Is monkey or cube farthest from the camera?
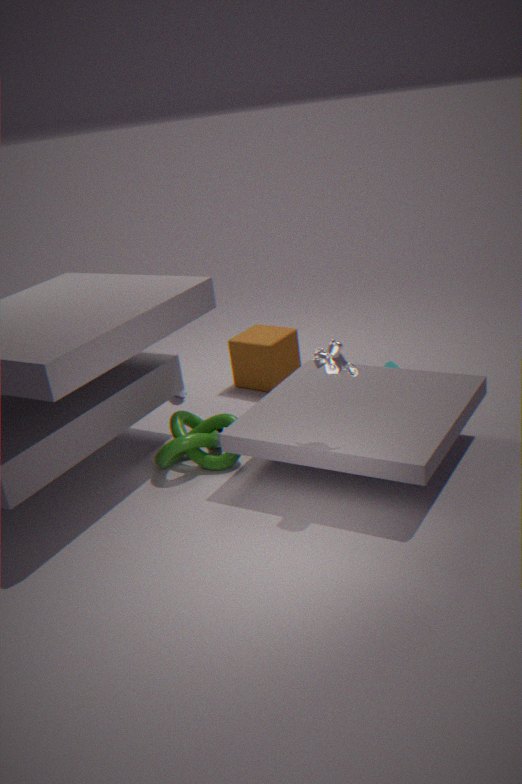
cube
